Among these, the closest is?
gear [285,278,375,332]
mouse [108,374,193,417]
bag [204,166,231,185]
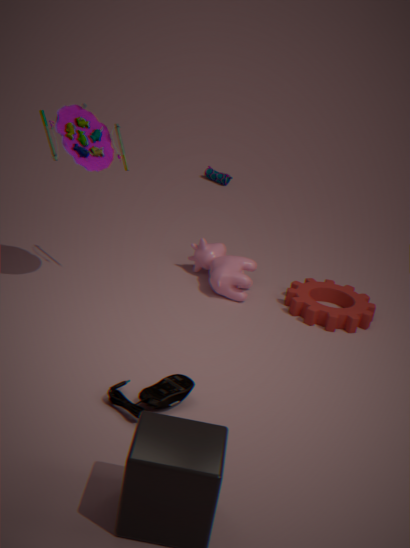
mouse [108,374,193,417]
